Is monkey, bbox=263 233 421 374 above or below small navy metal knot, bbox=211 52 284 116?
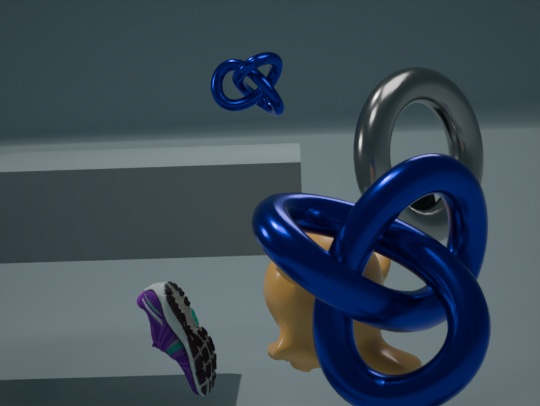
below
